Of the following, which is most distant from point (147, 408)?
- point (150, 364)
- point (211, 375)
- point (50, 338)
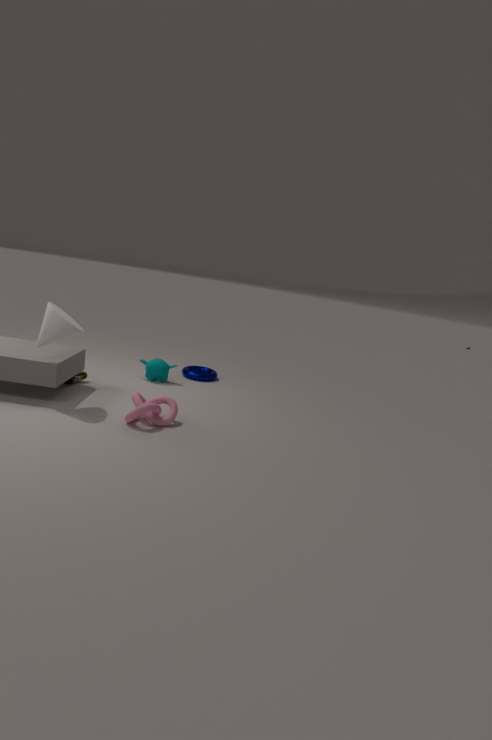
point (211, 375)
